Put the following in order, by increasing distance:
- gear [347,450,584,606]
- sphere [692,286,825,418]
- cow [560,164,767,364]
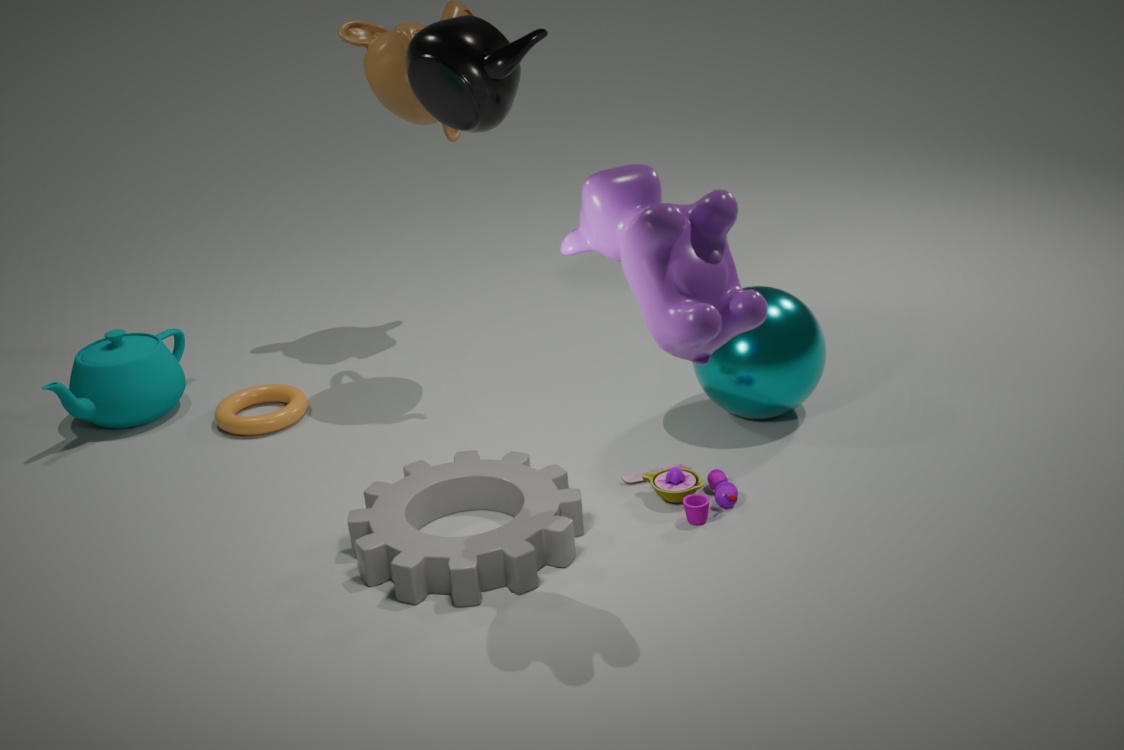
cow [560,164,767,364], gear [347,450,584,606], sphere [692,286,825,418]
